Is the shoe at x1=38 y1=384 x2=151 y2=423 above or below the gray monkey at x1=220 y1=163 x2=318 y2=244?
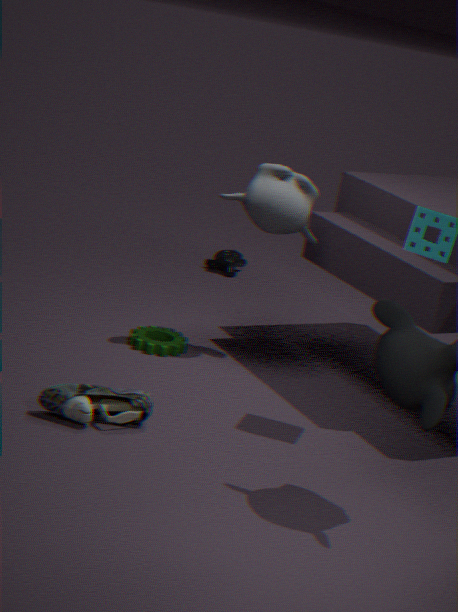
below
